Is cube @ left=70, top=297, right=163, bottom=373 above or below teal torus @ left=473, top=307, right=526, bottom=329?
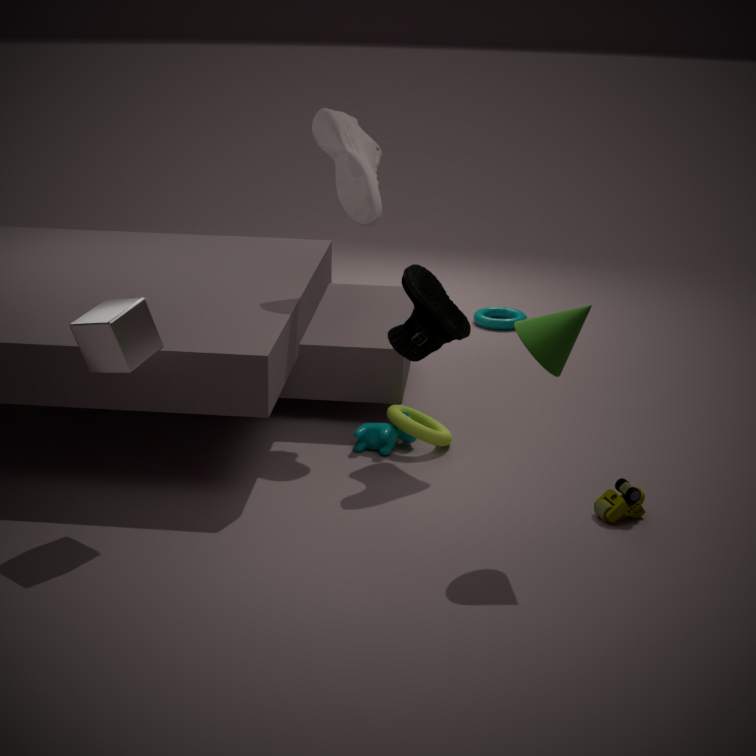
above
